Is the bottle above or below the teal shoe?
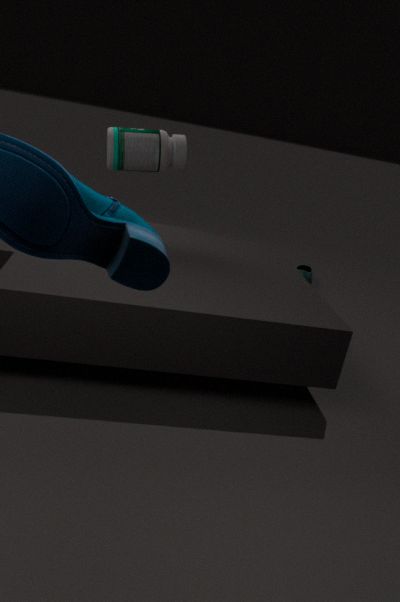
above
